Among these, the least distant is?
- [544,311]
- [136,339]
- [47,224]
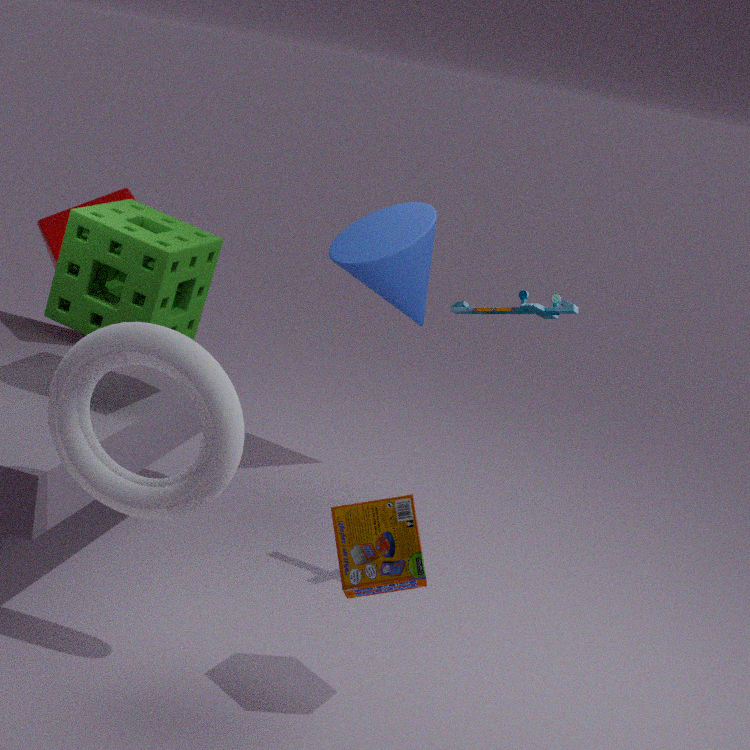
[136,339]
